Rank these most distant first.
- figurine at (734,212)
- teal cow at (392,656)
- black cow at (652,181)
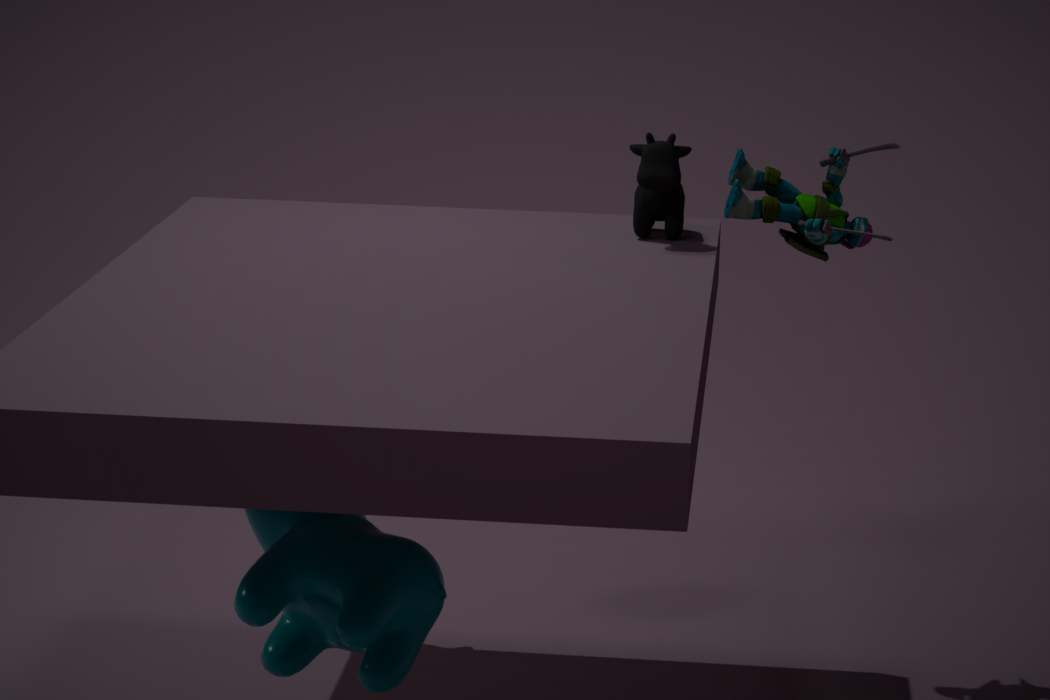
figurine at (734,212), black cow at (652,181), teal cow at (392,656)
